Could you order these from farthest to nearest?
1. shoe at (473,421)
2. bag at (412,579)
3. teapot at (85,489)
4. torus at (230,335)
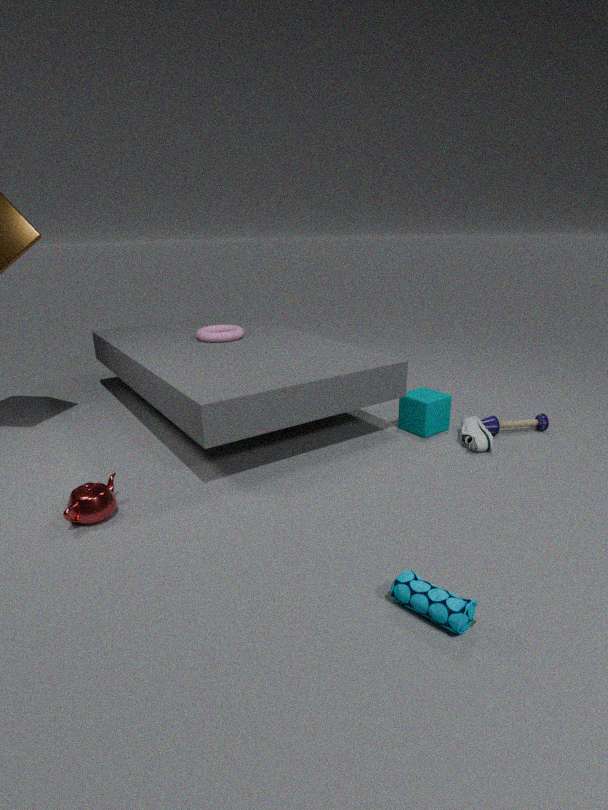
torus at (230,335) < shoe at (473,421) < teapot at (85,489) < bag at (412,579)
